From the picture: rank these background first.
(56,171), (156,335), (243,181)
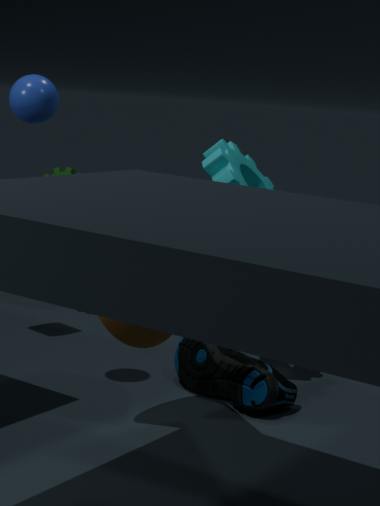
(56,171) < (243,181) < (156,335)
